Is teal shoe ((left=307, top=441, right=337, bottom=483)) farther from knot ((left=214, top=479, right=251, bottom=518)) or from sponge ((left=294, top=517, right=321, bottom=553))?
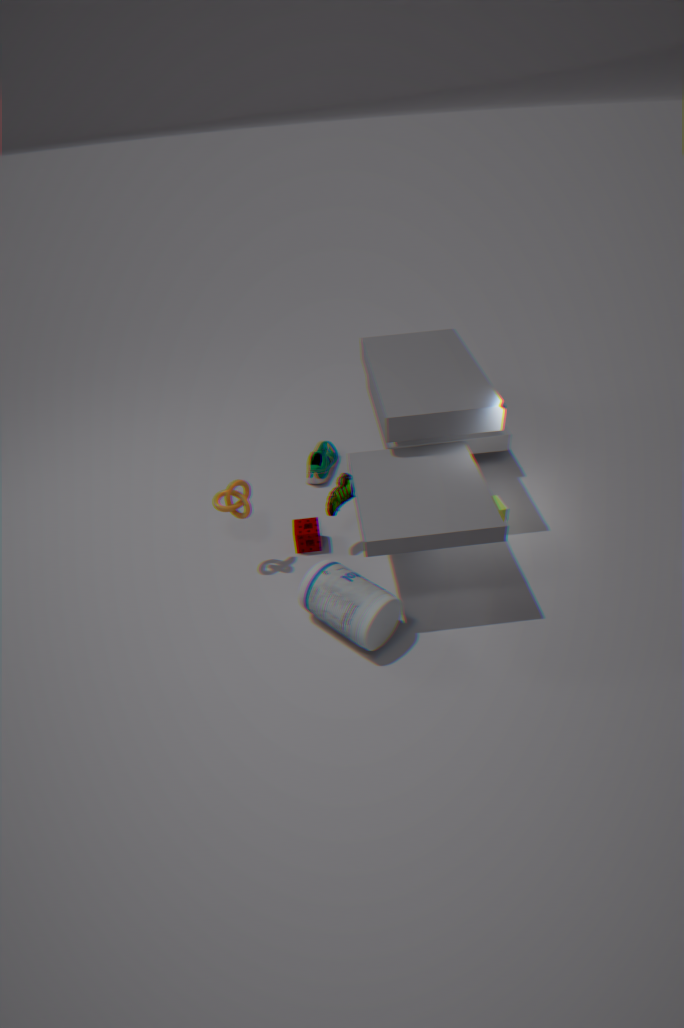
knot ((left=214, top=479, right=251, bottom=518))
